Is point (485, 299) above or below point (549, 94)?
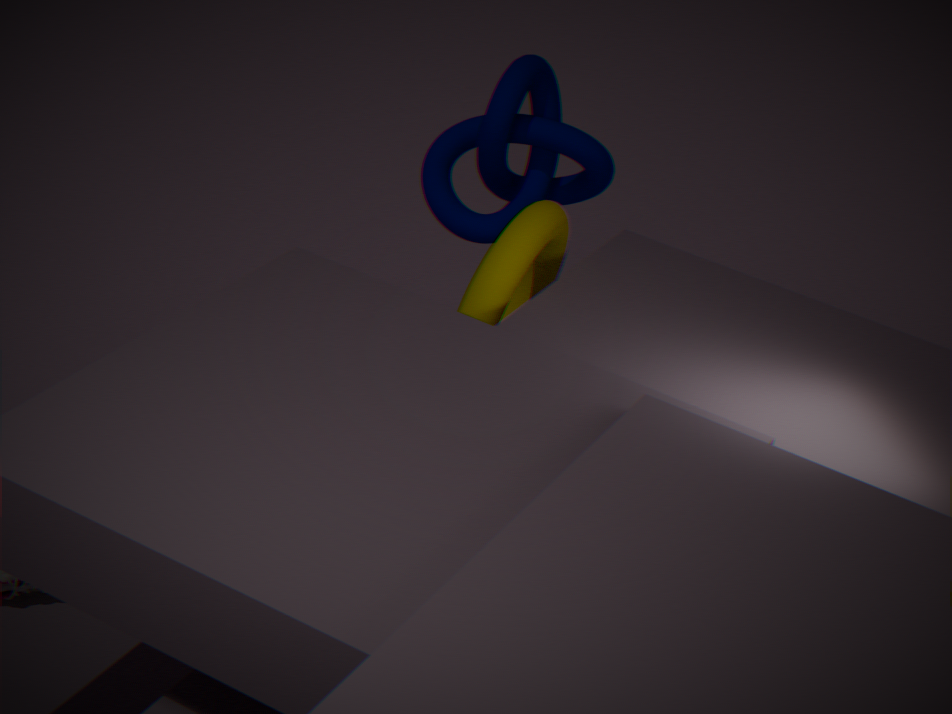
below
